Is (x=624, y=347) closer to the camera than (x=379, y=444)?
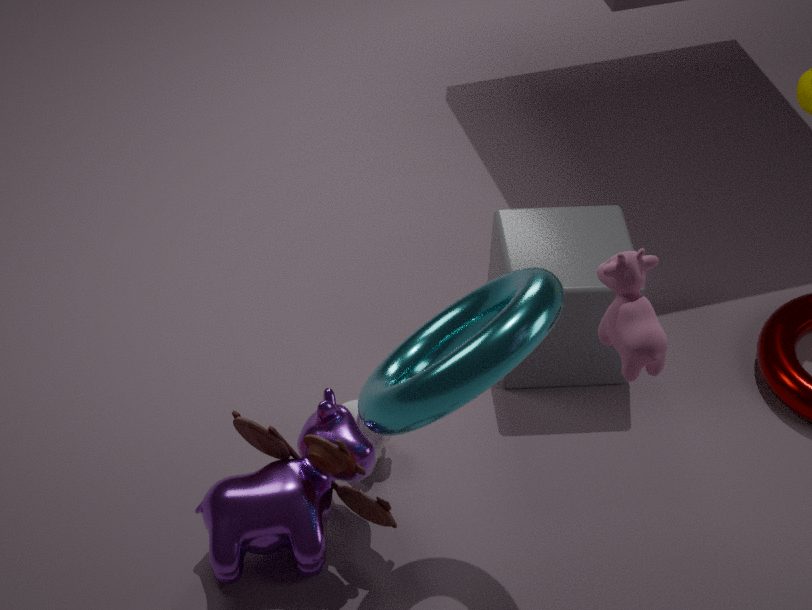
Yes
